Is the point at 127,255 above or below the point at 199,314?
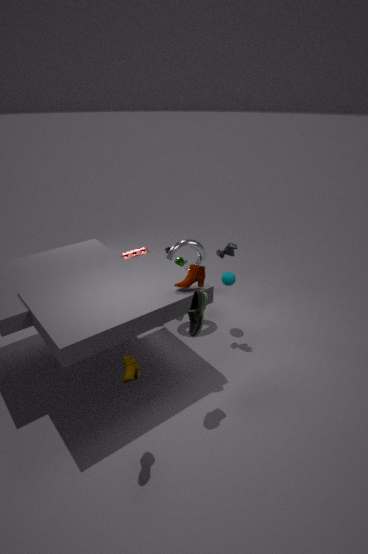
below
